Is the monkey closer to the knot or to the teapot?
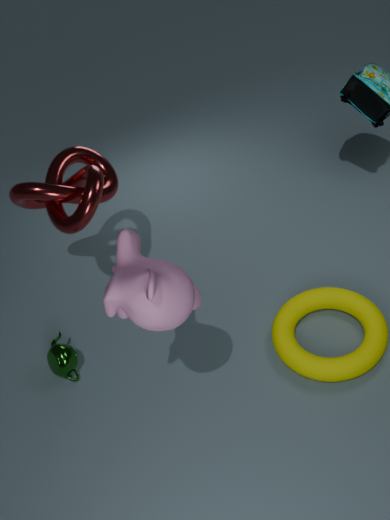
the knot
